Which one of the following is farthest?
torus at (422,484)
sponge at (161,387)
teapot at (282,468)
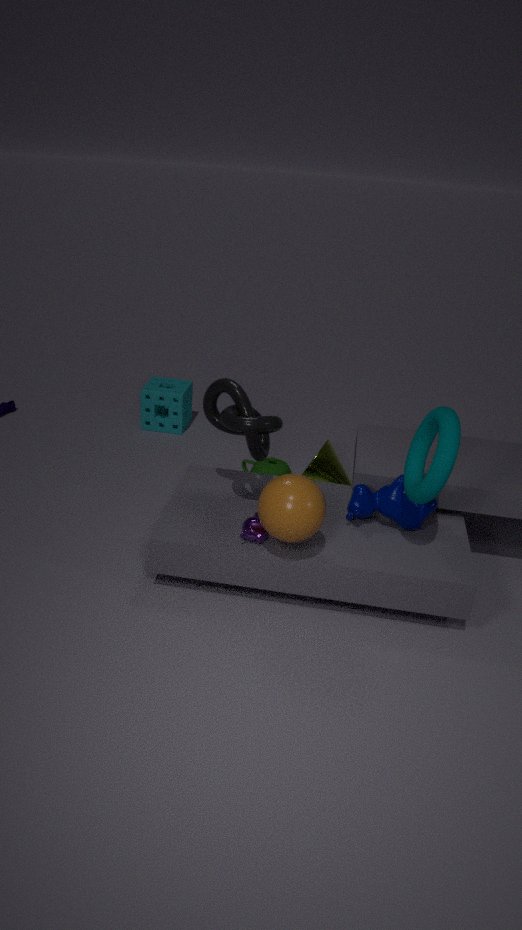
sponge at (161,387)
